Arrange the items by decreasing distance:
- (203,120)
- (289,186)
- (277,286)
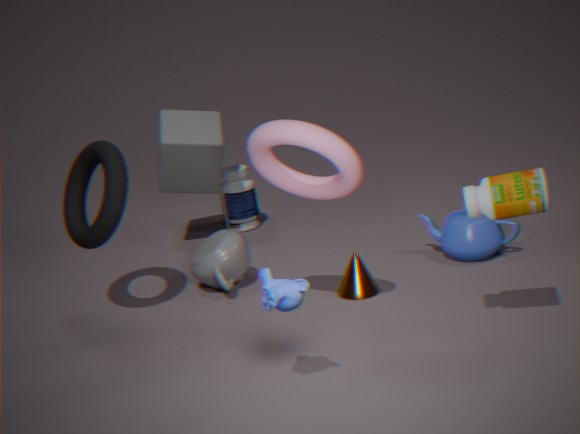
(203,120) < (289,186) < (277,286)
